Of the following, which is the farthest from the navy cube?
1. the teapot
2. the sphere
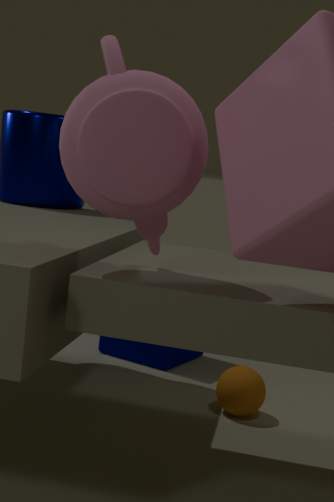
the teapot
